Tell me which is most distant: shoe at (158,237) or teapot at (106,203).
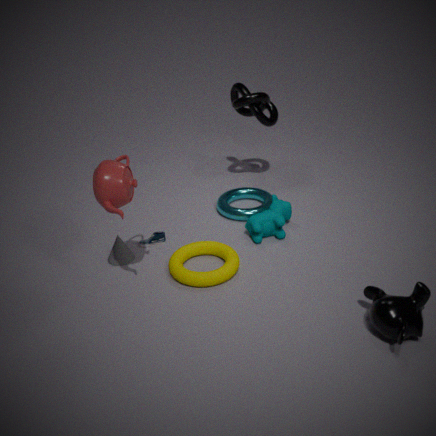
shoe at (158,237)
